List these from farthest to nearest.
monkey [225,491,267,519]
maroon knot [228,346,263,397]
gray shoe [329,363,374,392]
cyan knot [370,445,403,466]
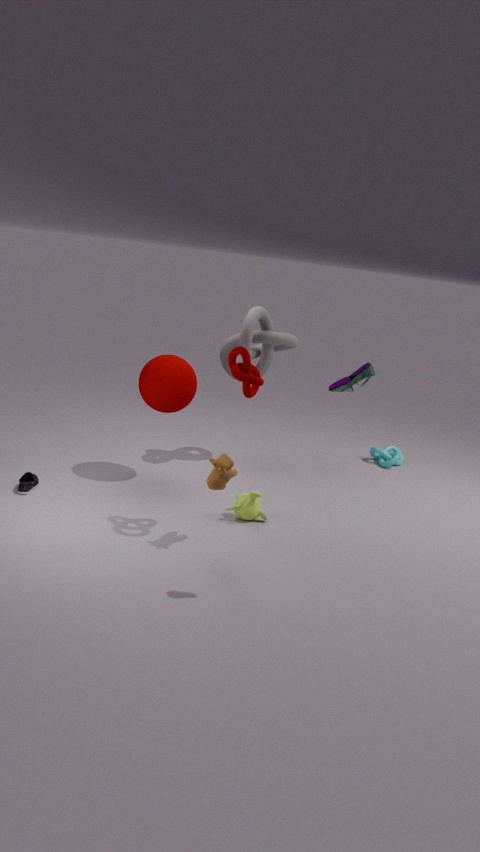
cyan knot [370,445,403,466] < monkey [225,491,267,519] < maroon knot [228,346,263,397] < gray shoe [329,363,374,392]
